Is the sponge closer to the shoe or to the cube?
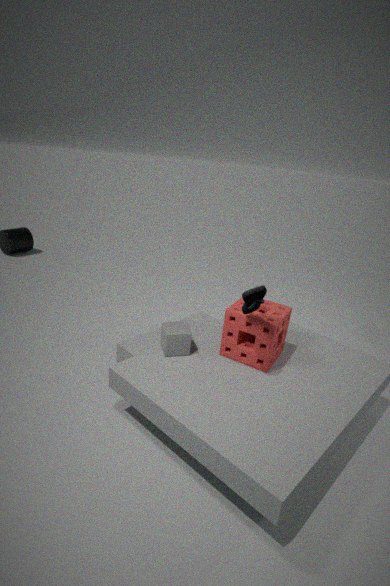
the shoe
